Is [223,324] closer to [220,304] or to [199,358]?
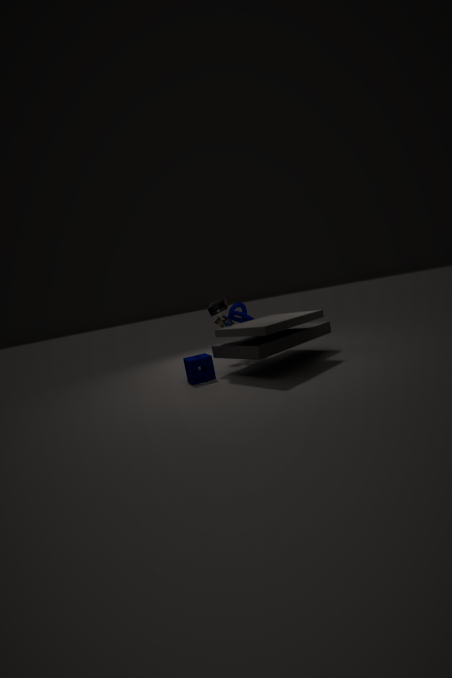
[220,304]
